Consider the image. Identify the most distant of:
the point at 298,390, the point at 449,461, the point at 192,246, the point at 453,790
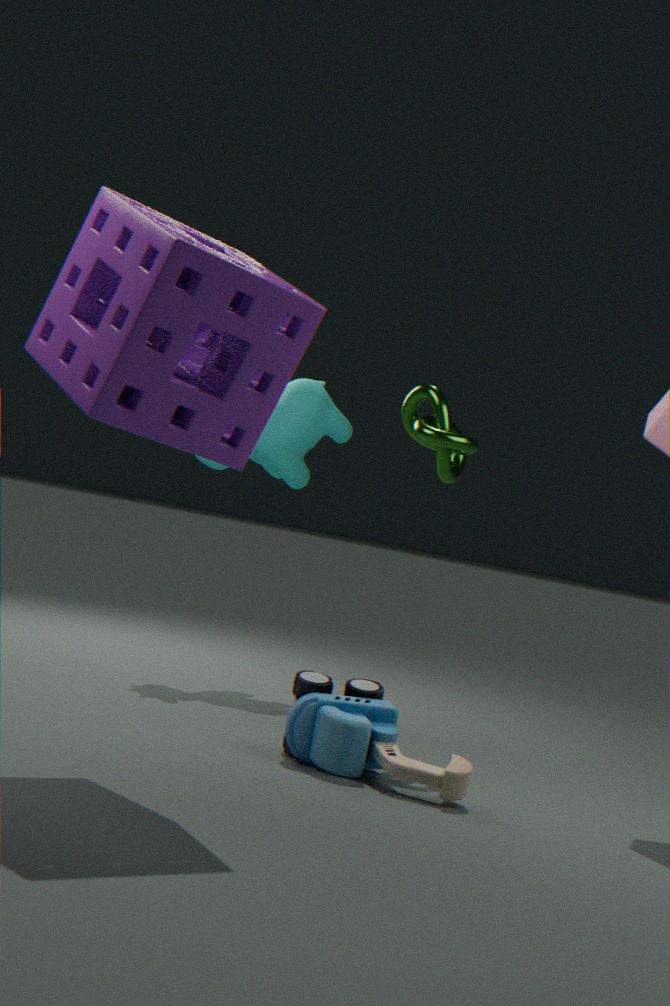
the point at 298,390
